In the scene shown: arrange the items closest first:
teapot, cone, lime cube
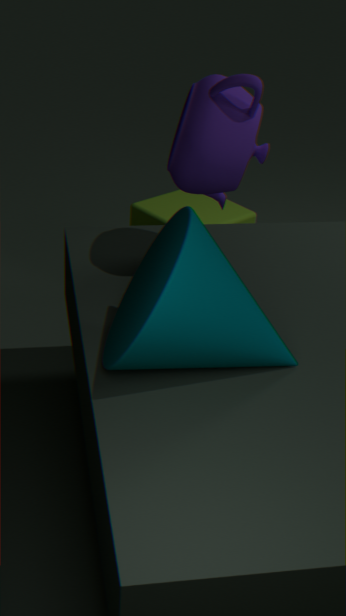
cone → teapot → lime cube
